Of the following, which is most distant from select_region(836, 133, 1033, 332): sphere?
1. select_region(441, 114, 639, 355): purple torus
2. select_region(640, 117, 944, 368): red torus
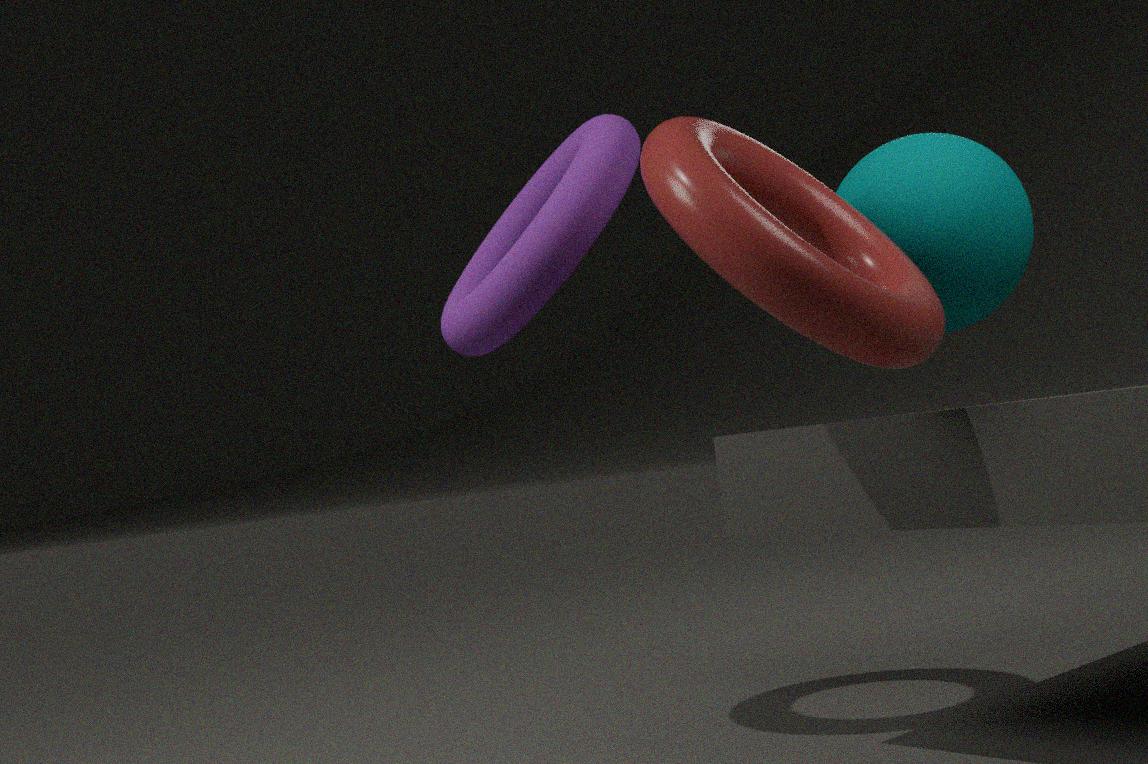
select_region(441, 114, 639, 355): purple torus
